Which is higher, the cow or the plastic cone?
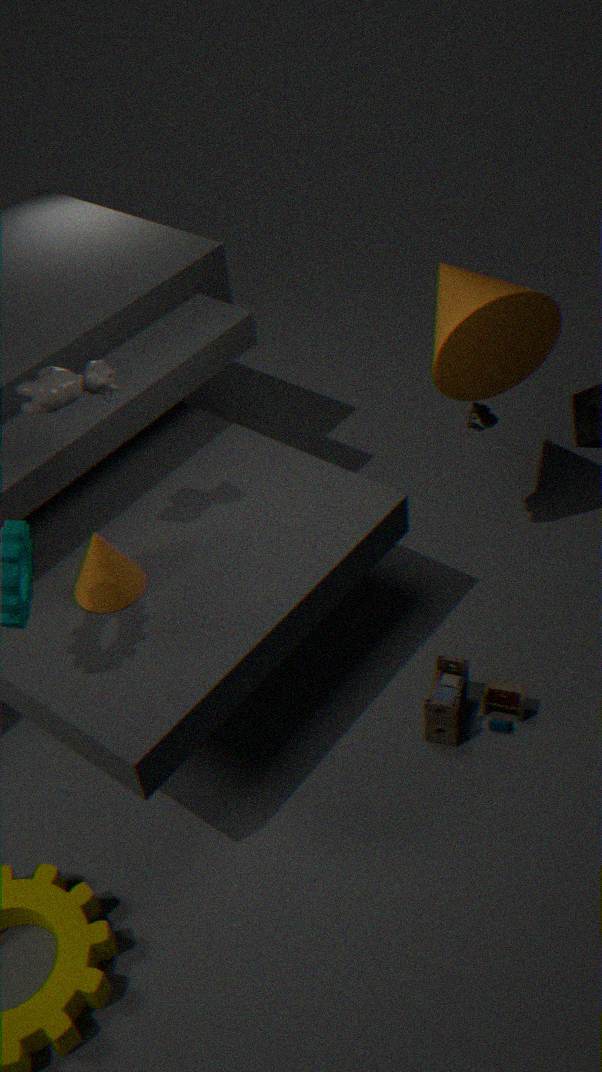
the cow
